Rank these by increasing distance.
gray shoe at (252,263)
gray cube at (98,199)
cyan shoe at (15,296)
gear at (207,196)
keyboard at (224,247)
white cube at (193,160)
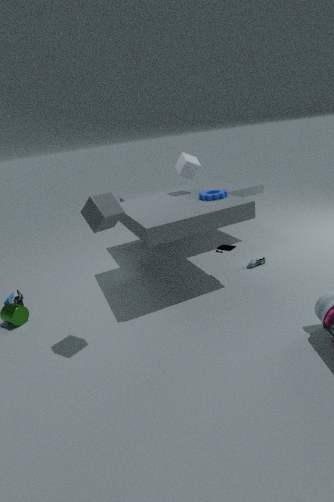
1. gray cube at (98,199)
2. gear at (207,196)
3. keyboard at (224,247)
4. cyan shoe at (15,296)
5. white cube at (193,160)
6. gray shoe at (252,263)
